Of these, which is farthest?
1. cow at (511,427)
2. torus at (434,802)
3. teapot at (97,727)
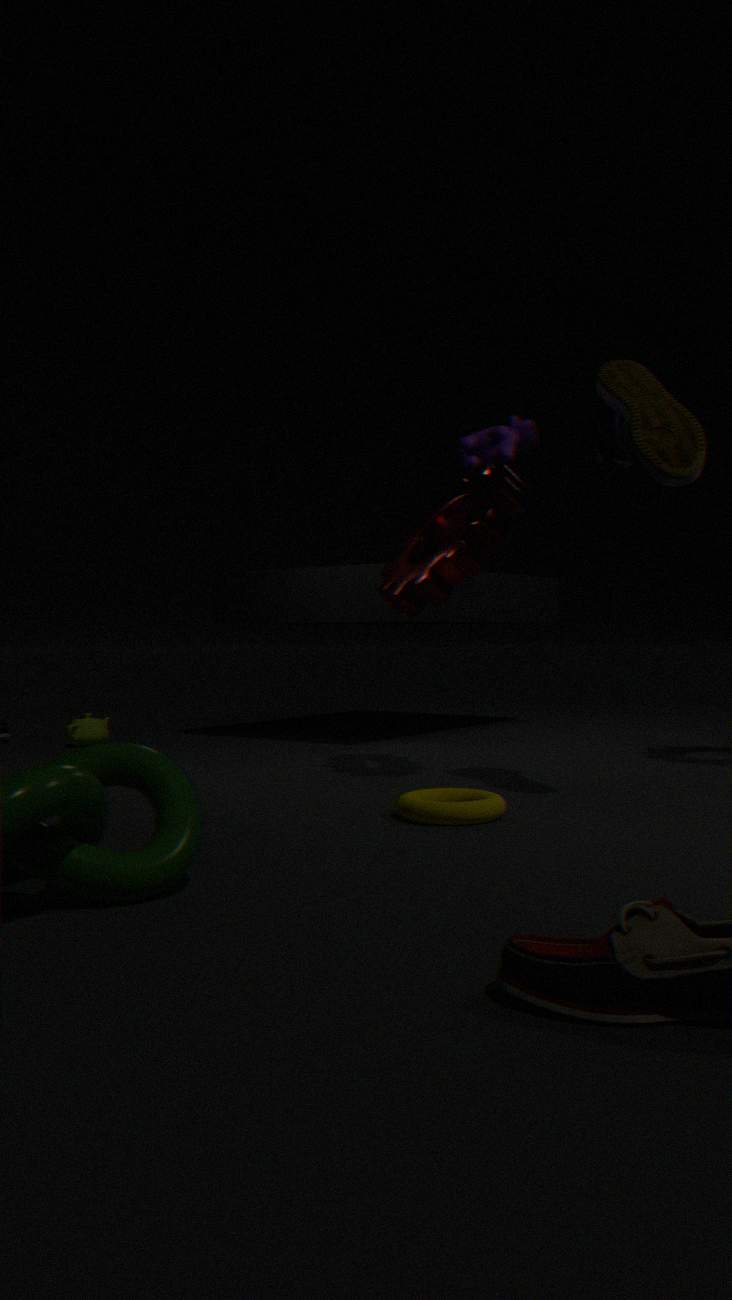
teapot at (97,727)
